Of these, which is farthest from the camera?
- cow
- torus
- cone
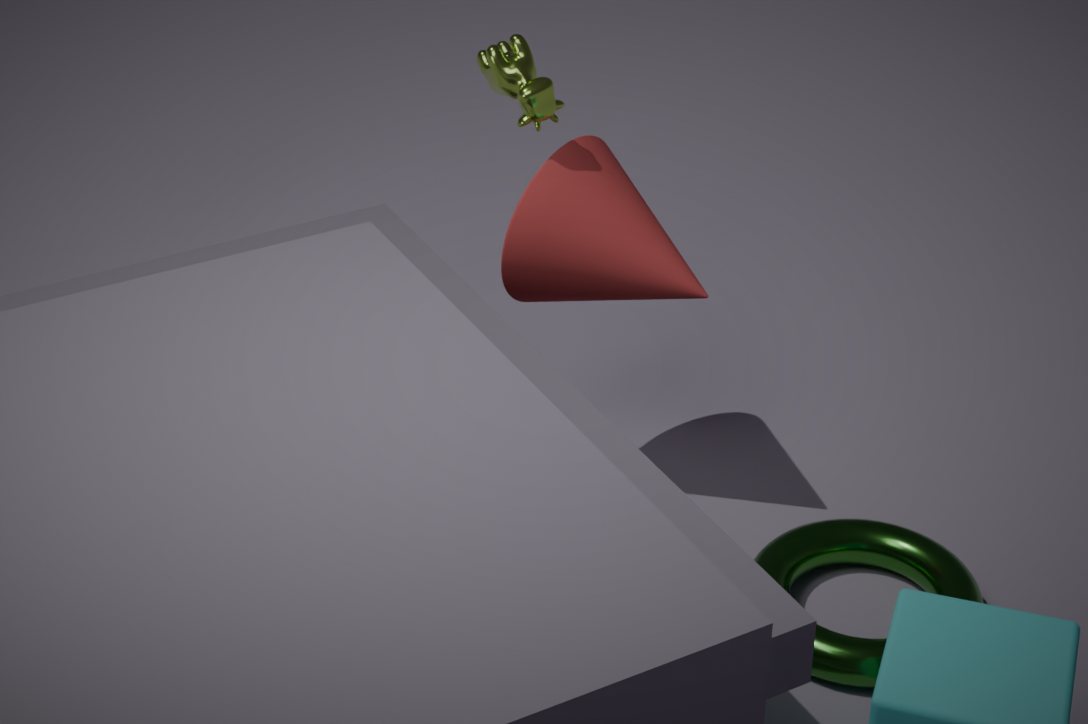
cone
